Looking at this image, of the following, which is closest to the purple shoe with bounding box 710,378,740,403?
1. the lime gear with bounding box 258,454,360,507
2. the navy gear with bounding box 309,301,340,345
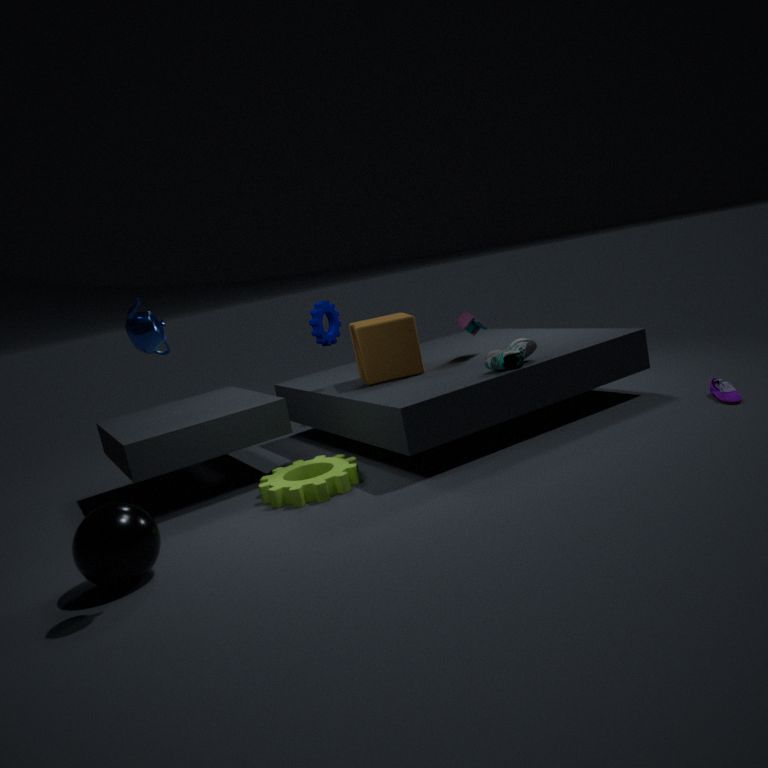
the lime gear with bounding box 258,454,360,507
